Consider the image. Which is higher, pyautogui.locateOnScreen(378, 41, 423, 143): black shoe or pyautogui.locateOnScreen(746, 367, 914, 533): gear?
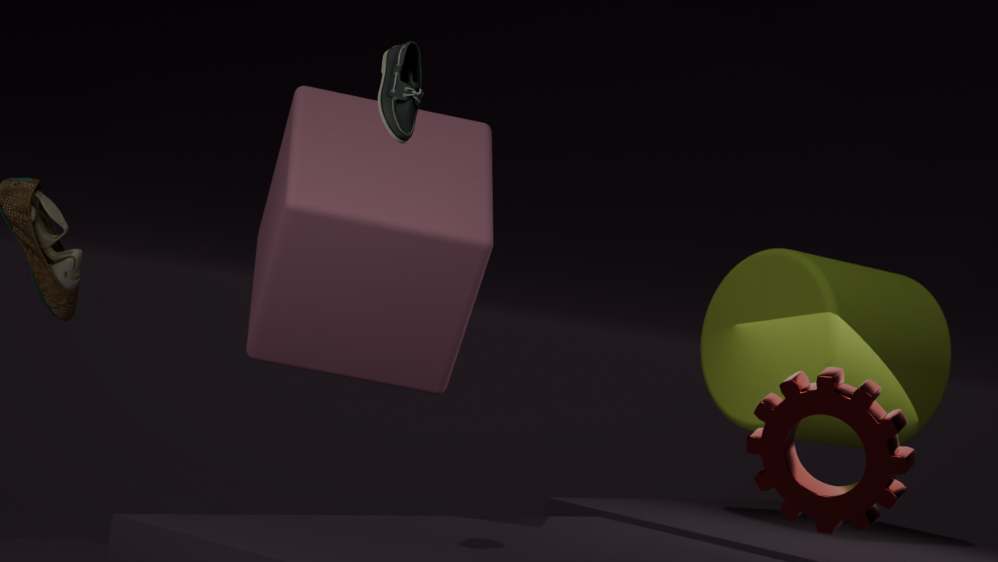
pyautogui.locateOnScreen(378, 41, 423, 143): black shoe
